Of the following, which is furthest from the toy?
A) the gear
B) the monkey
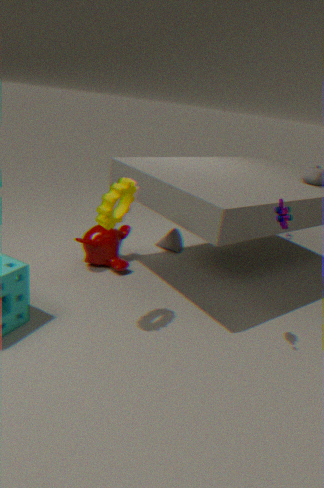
the monkey
